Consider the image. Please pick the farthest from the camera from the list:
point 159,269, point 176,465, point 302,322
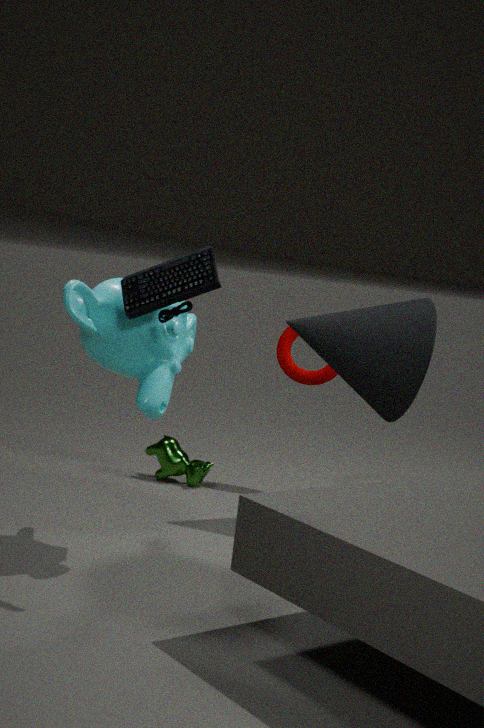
point 176,465
